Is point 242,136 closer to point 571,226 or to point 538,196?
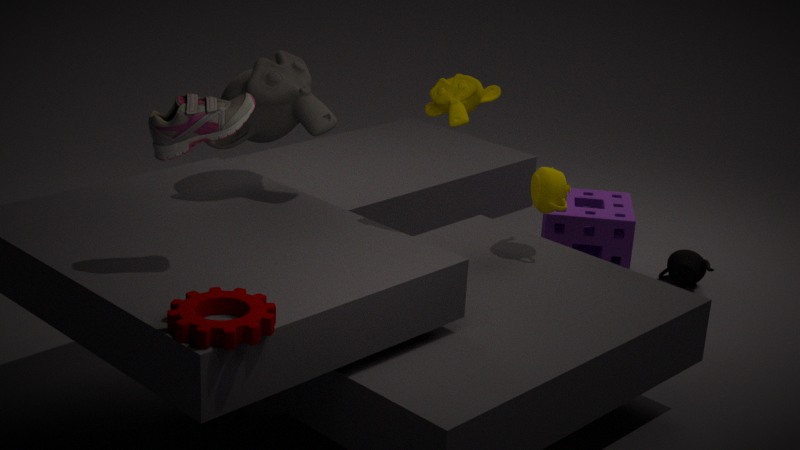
point 538,196
